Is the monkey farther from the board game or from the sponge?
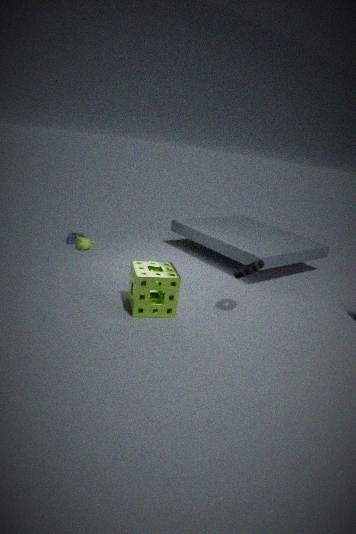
the sponge
